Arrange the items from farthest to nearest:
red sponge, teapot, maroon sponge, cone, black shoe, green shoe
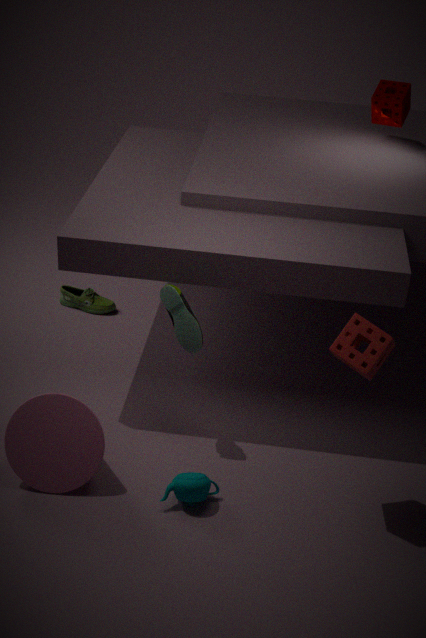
green shoe
maroon sponge
black shoe
cone
teapot
red sponge
